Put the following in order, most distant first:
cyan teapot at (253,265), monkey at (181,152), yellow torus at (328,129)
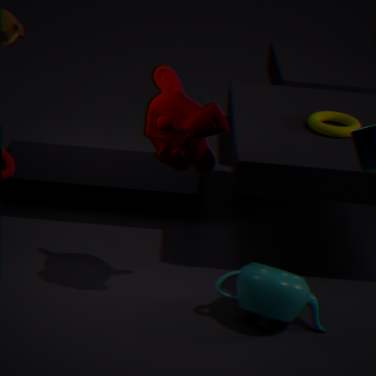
yellow torus at (328,129) < cyan teapot at (253,265) < monkey at (181,152)
